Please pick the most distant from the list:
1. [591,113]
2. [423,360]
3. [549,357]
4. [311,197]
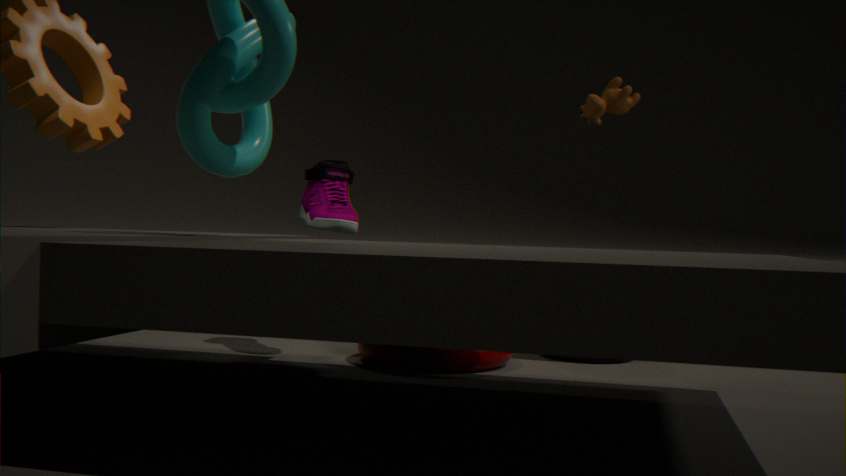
[591,113]
